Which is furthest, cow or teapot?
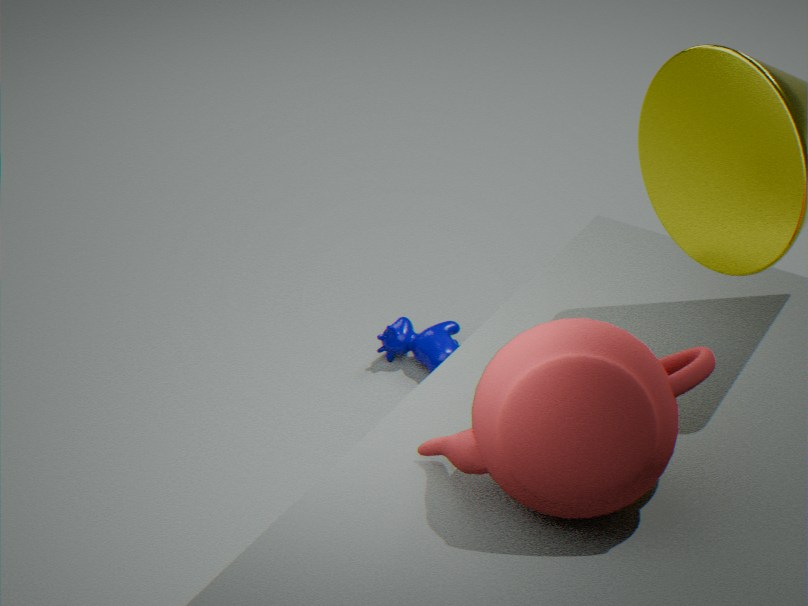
cow
